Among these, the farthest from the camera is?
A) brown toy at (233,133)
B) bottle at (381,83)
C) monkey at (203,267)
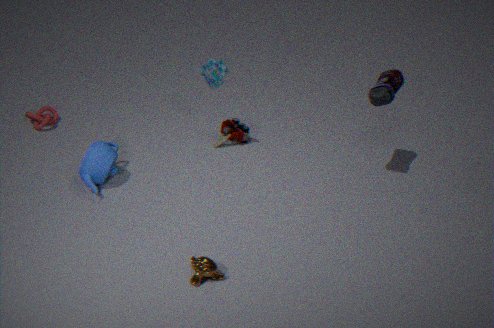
brown toy at (233,133)
